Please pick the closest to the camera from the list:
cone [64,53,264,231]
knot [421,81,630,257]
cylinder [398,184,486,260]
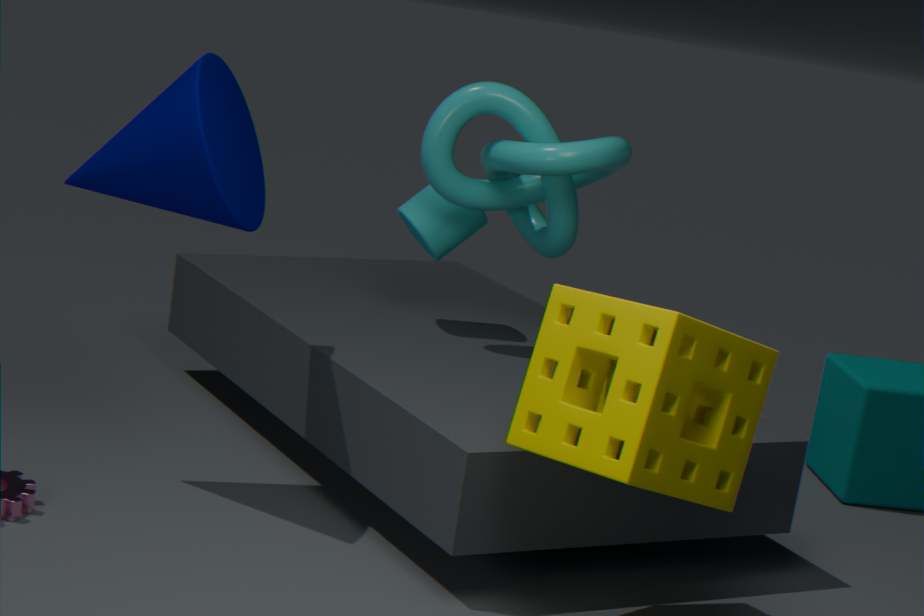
cone [64,53,264,231]
